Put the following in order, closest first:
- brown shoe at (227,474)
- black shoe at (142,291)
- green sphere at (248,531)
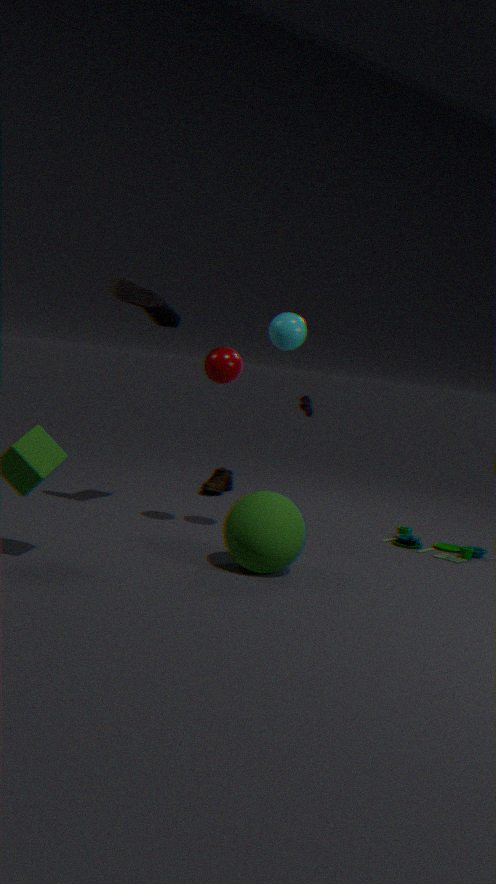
green sphere at (248,531)
black shoe at (142,291)
brown shoe at (227,474)
